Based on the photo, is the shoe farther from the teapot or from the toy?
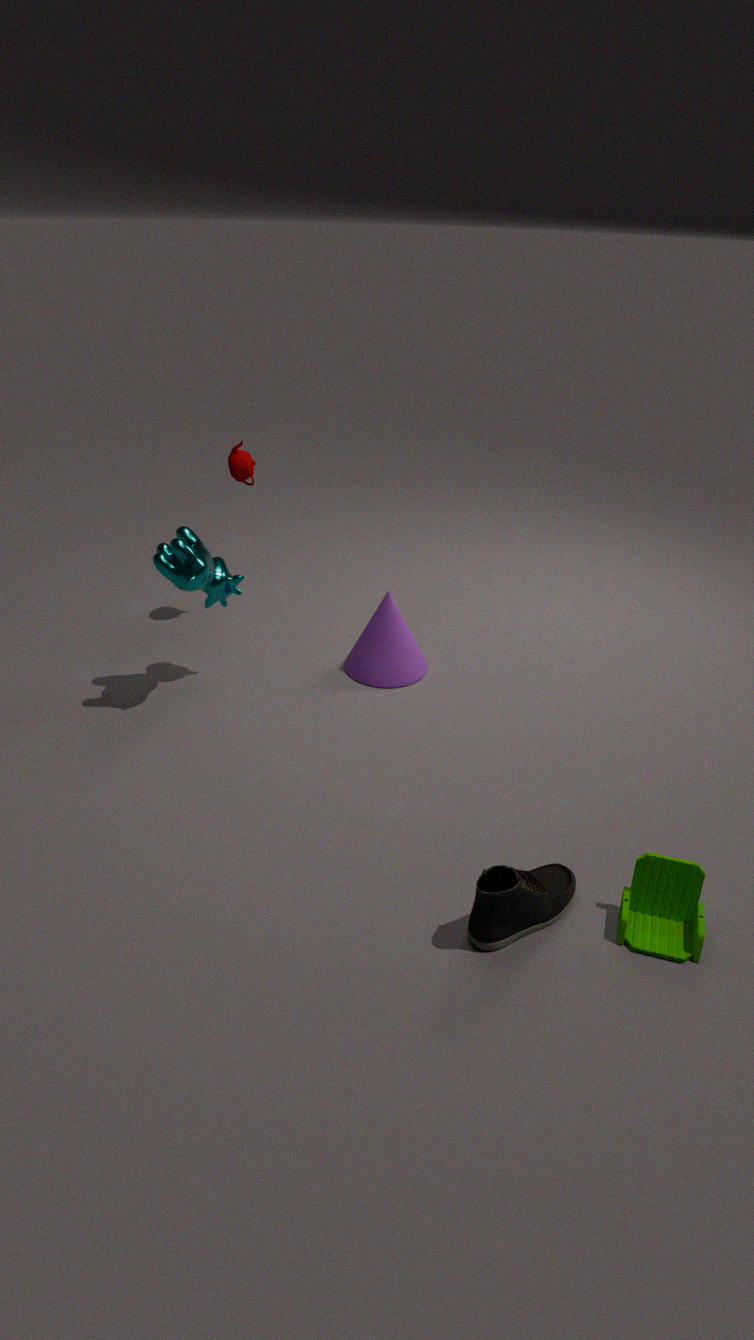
the teapot
